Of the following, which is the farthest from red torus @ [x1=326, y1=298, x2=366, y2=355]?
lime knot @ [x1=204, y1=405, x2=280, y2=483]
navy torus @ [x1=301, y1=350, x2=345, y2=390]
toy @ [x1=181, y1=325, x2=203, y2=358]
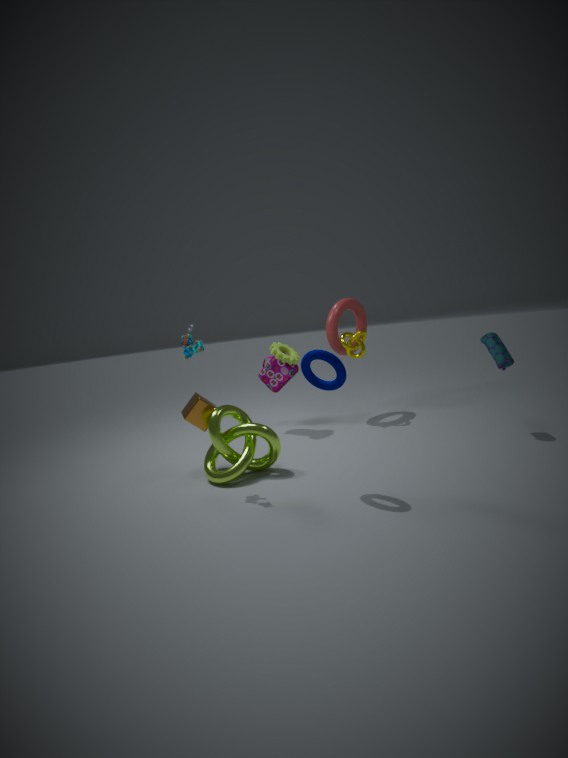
toy @ [x1=181, y1=325, x2=203, y2=358]
